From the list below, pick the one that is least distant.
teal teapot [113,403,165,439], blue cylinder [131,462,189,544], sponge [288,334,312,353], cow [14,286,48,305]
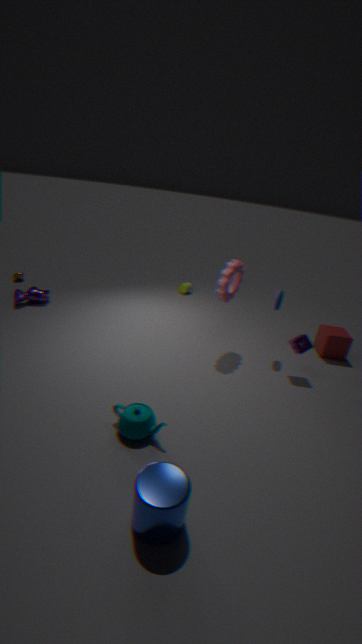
blue cylinder [131,462,189,544]
